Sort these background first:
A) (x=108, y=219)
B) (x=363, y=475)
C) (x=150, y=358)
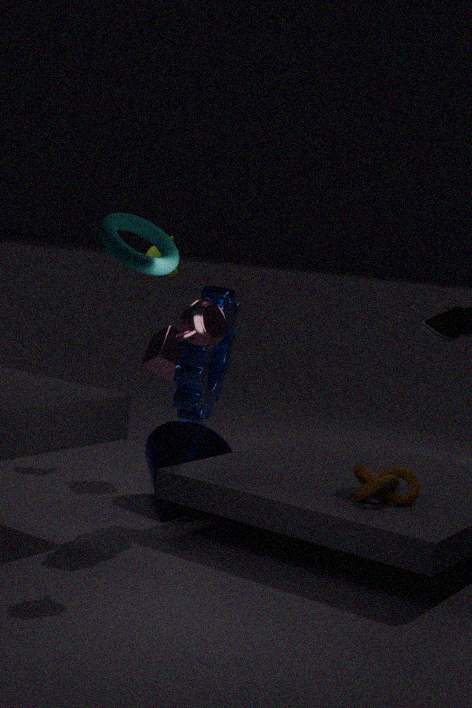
(x=150, y=358) < (x=363, y=475) < (x=108, y=219)
